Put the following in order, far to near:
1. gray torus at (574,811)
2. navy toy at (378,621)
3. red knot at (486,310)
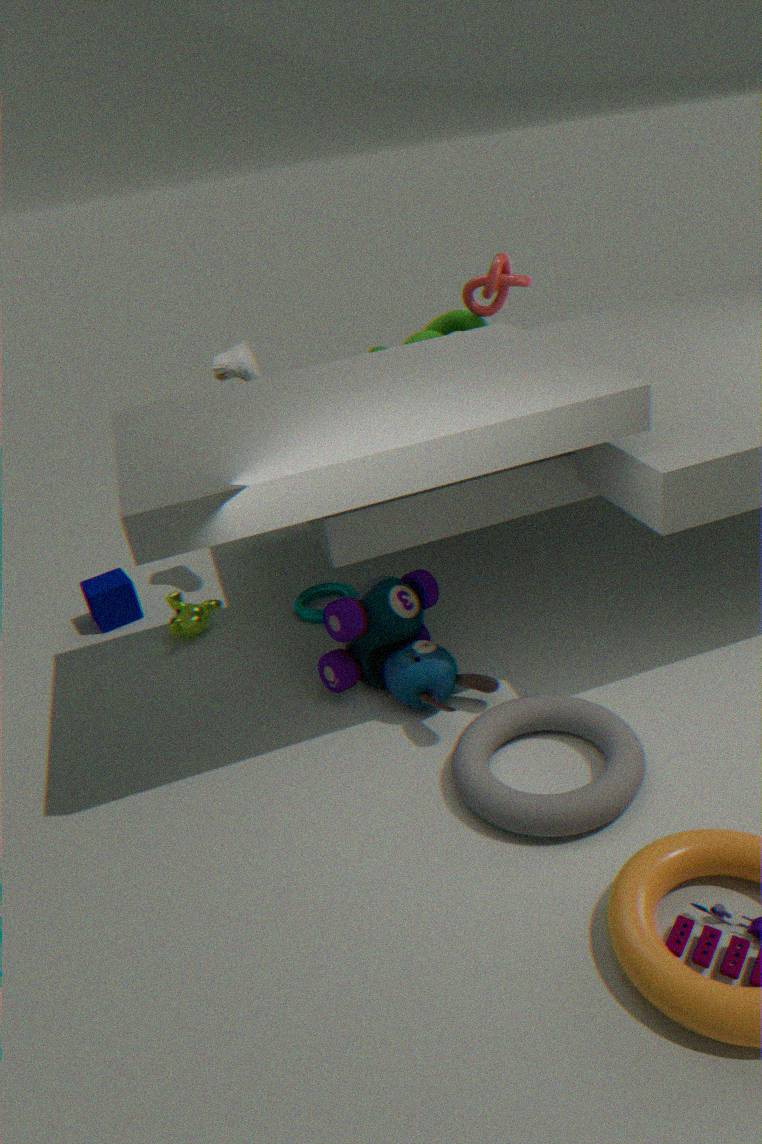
1. red knot at (486,310)
2. navy toy at (378,621)
3. gray torus at (574,811)
